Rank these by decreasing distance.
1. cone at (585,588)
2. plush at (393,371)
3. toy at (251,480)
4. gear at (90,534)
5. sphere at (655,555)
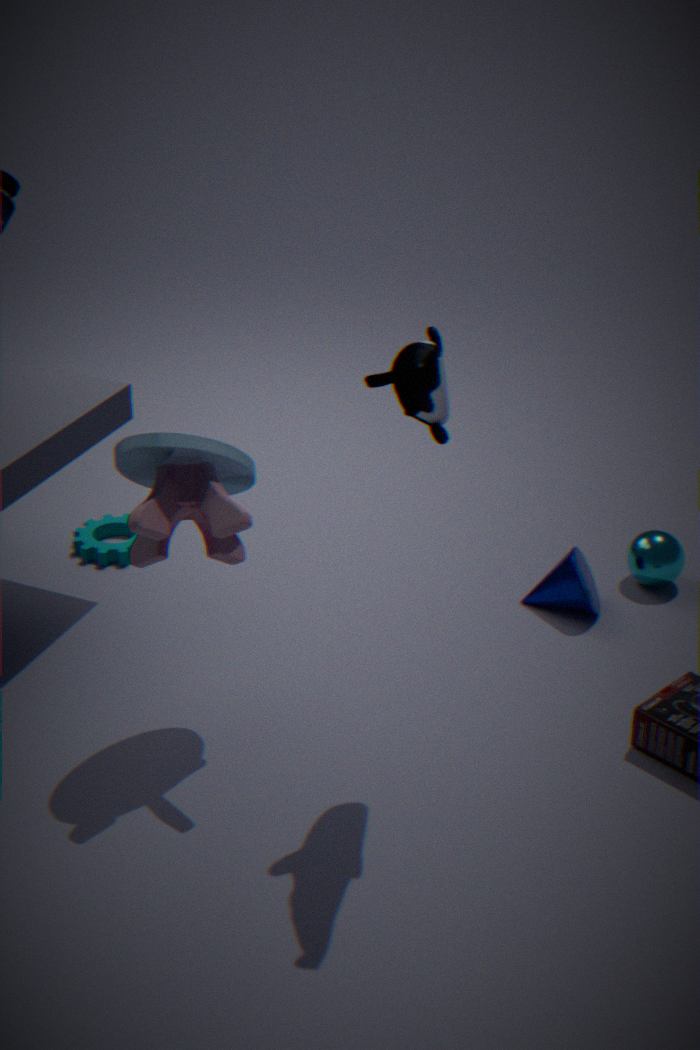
gear at (90,534) → sphere at (655,555) → cone at (585,588) → toy at (251,480) → plush at (393,371)
